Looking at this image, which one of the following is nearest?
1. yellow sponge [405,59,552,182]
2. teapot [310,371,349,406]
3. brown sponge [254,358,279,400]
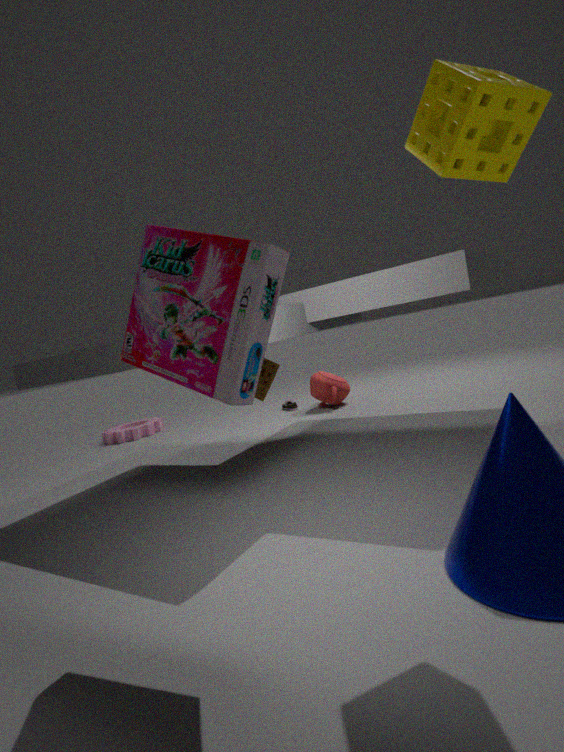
yellow sponge [405,59,552,182]
